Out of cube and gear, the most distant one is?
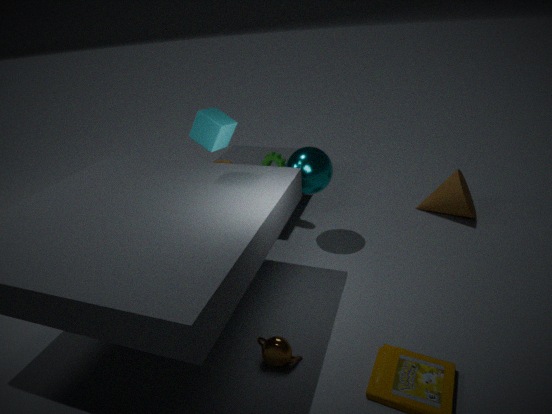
gear
